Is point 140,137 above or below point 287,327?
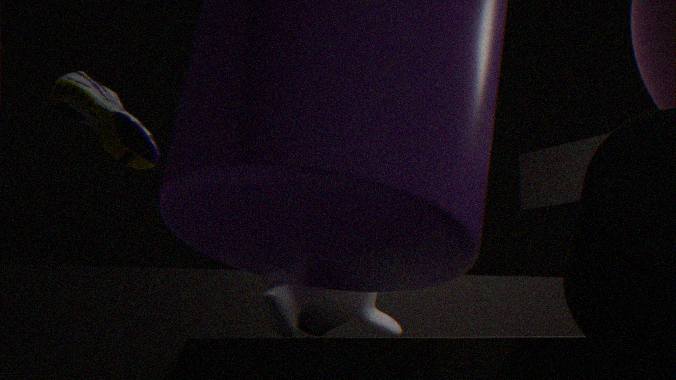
above
